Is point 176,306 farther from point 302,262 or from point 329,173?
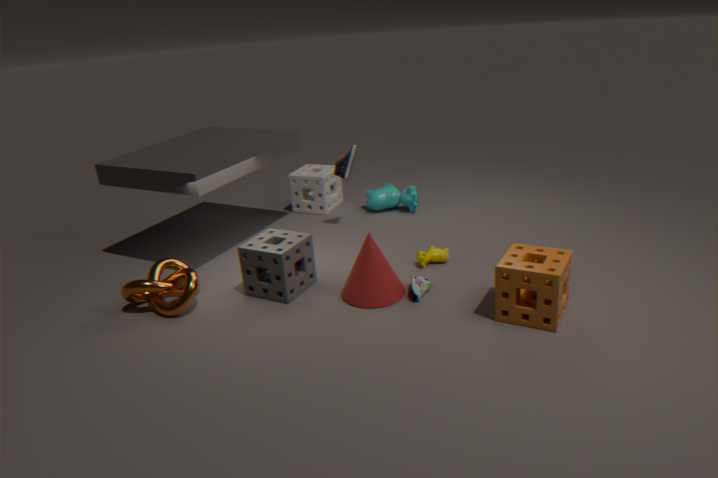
point 329,173
